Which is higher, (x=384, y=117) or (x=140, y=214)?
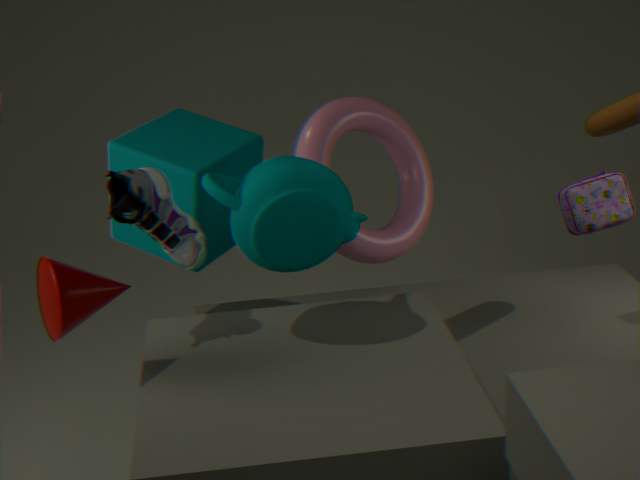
(x=140, y=214)
